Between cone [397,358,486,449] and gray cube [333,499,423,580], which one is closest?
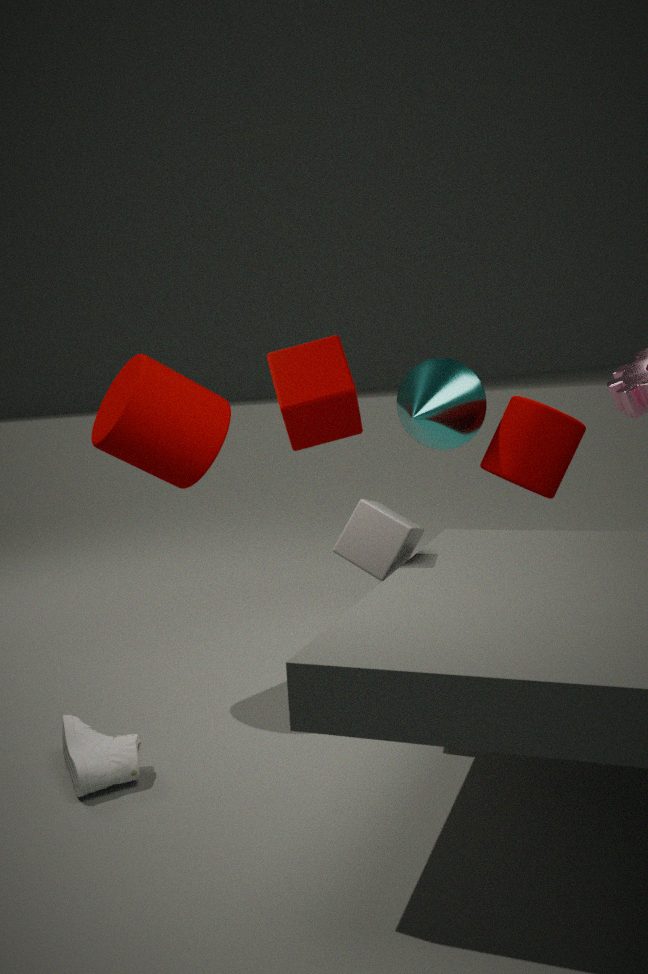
gray cube [333,499,423,580]
